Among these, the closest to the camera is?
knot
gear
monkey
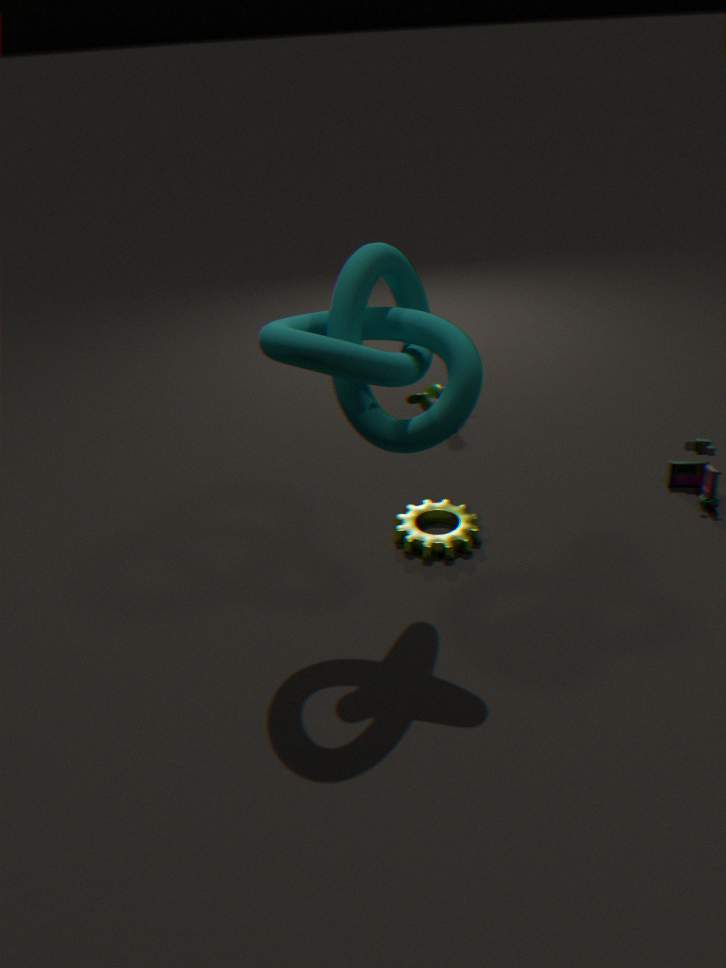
knot
